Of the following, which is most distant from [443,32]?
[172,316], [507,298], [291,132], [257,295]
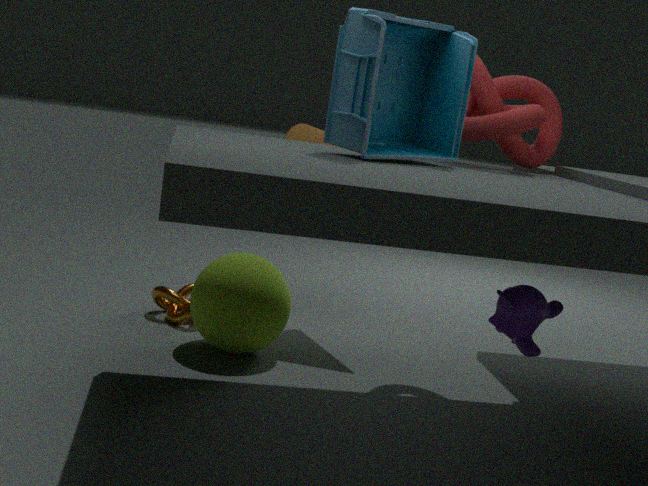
[172,316]
